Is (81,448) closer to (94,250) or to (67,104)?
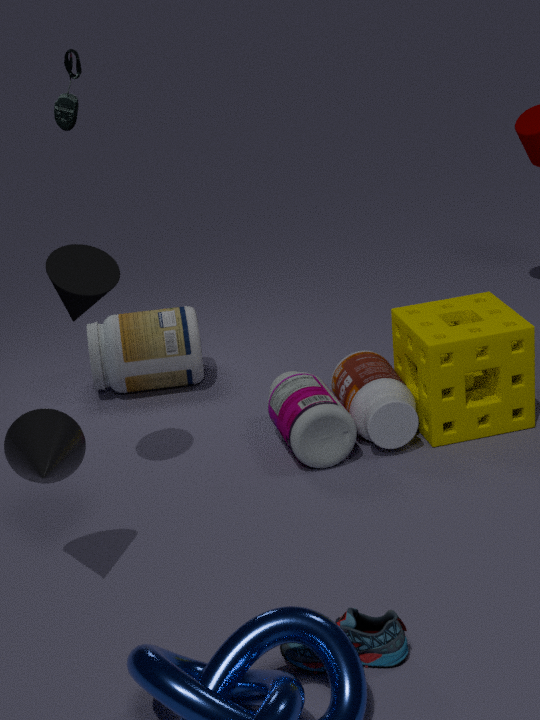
(94,250)
